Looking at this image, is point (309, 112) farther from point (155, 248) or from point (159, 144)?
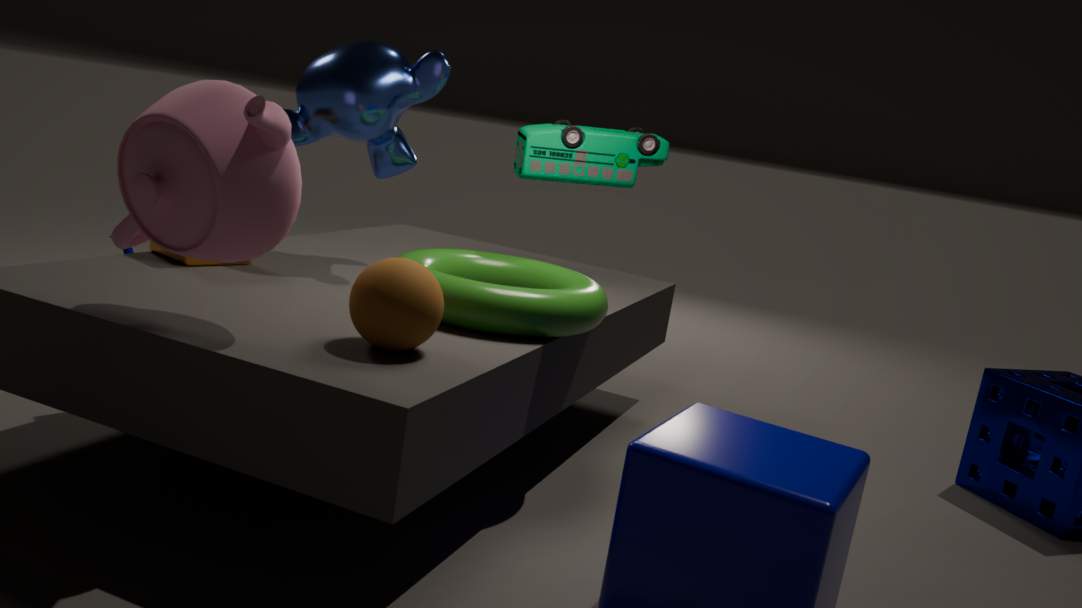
point (159, 144)
